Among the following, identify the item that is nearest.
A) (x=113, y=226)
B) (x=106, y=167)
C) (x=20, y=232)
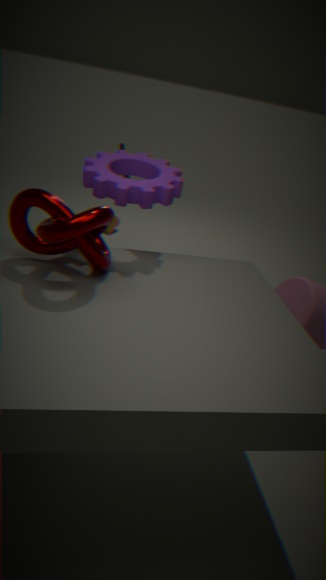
(x=20, y=232)
